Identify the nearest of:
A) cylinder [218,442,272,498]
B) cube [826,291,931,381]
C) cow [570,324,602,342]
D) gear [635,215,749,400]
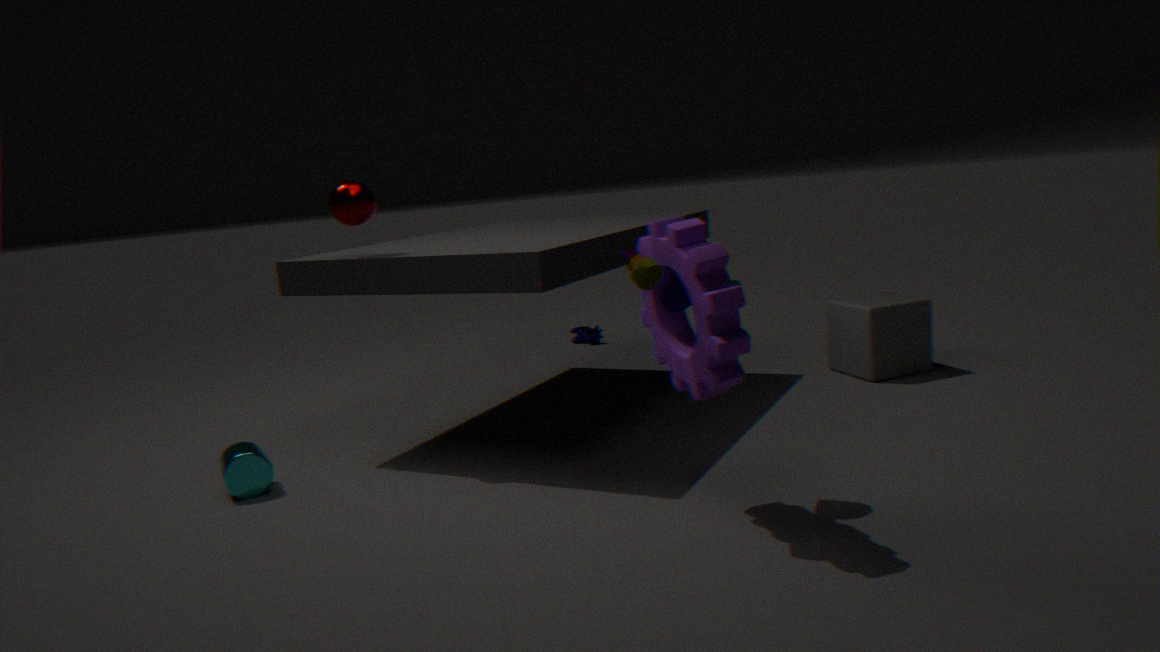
gear [635,215,749,400]
